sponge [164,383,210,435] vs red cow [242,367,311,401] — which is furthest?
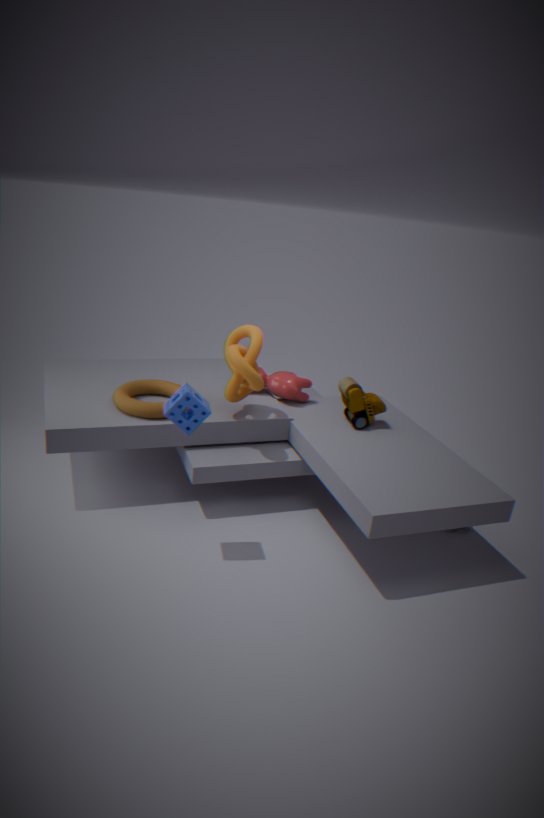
red cow [242,367,311,401]
